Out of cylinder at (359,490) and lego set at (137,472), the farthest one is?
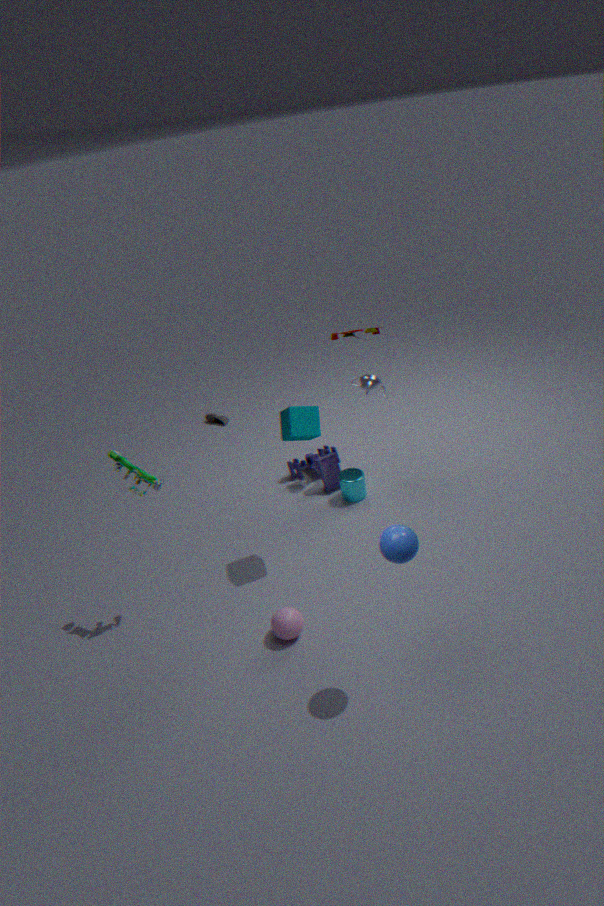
cylinder at (359,490)
